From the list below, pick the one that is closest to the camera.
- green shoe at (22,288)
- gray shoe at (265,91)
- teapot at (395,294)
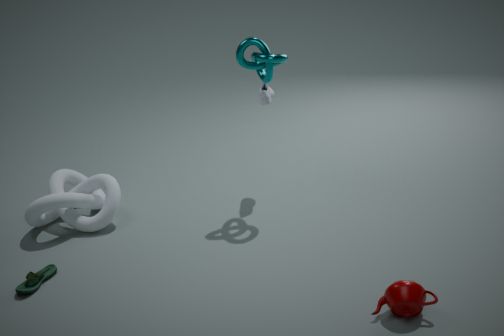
teapot at (395,294)
